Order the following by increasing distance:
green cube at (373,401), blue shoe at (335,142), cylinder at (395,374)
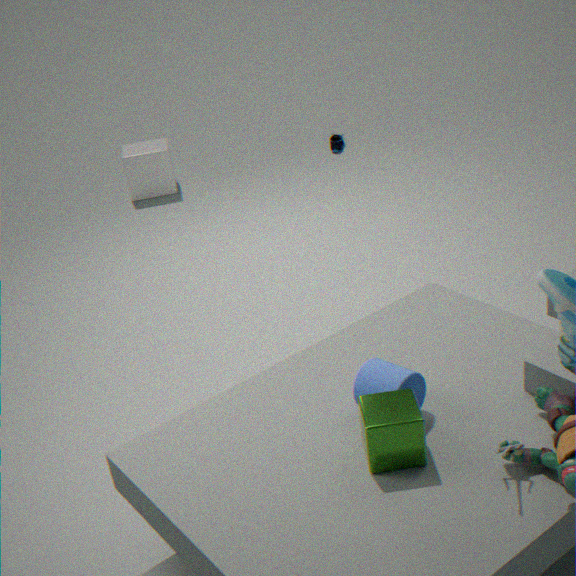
green cube at (373,401) → cylinder at (395,374) → blue shoe at (335,142)
